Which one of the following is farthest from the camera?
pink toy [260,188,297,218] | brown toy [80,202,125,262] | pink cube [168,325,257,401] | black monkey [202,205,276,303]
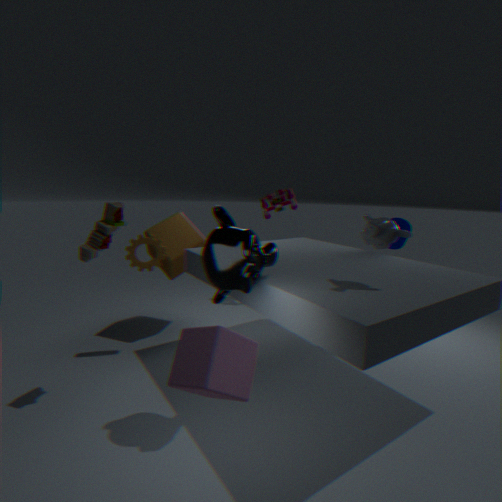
pink toy [260,188,297,218]
